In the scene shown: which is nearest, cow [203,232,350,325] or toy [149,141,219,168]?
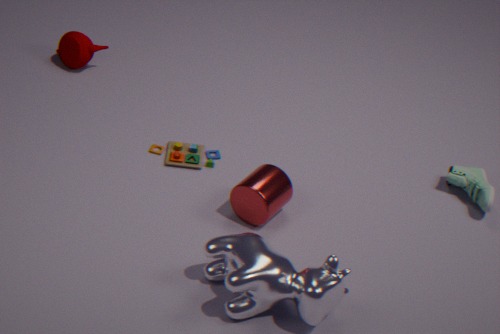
cow [203,232,350,325]
